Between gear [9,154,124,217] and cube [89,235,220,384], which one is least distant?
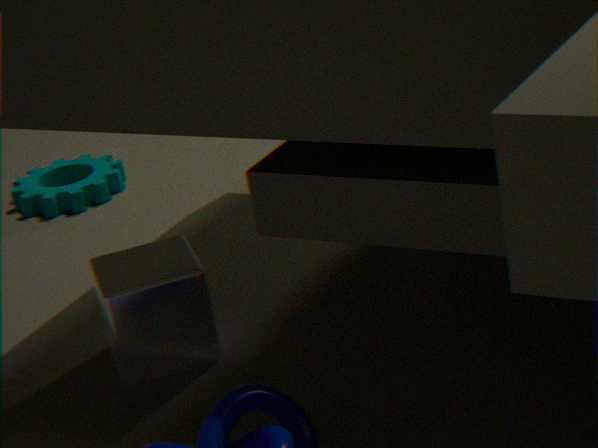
cube [89,235,220,384]
